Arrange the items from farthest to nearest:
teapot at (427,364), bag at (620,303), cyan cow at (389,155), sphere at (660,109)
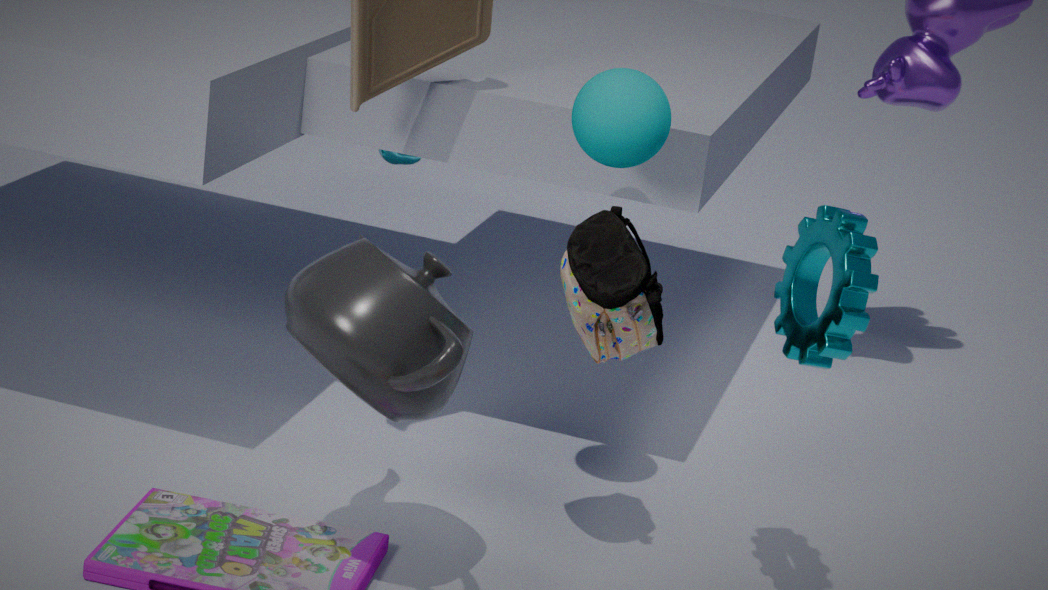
cyan cow at (389,155)
sphere at (660,109)
bag at (620,303)
teapot at (427,364)
